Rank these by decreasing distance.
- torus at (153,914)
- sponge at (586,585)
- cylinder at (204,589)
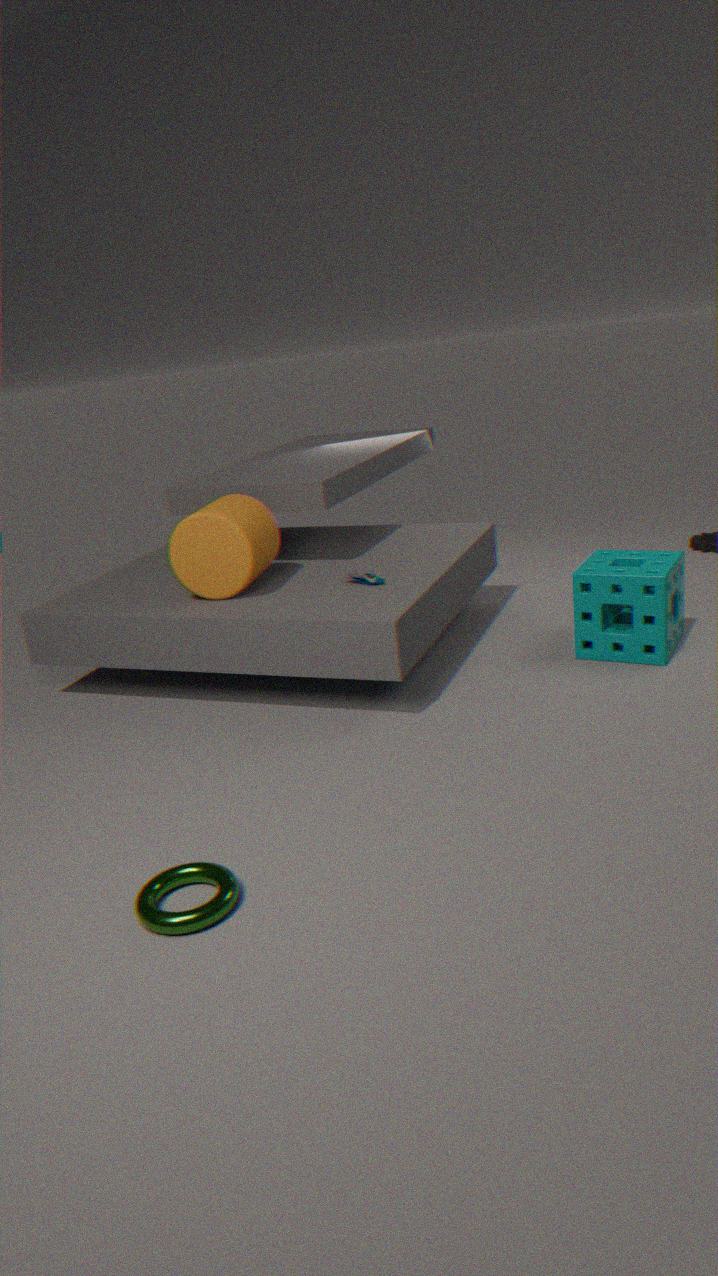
cylinder at (204,589), sponge at (586,585), torus at (153,914)
